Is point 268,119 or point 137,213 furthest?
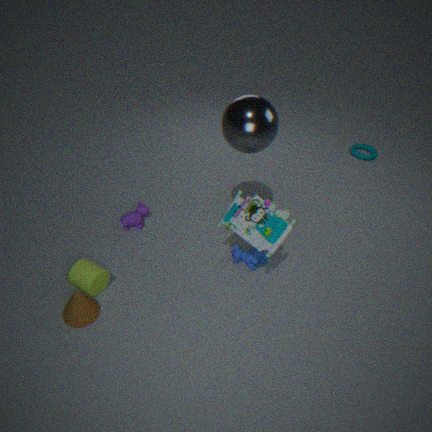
point 137,213
